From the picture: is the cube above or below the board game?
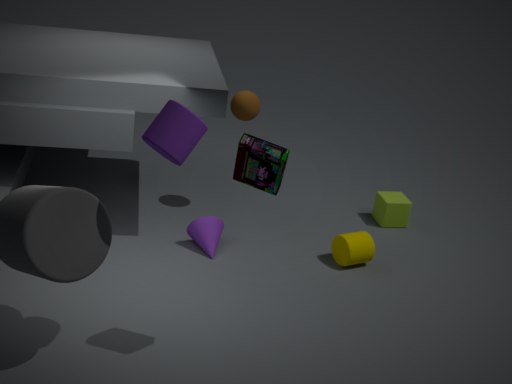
below
